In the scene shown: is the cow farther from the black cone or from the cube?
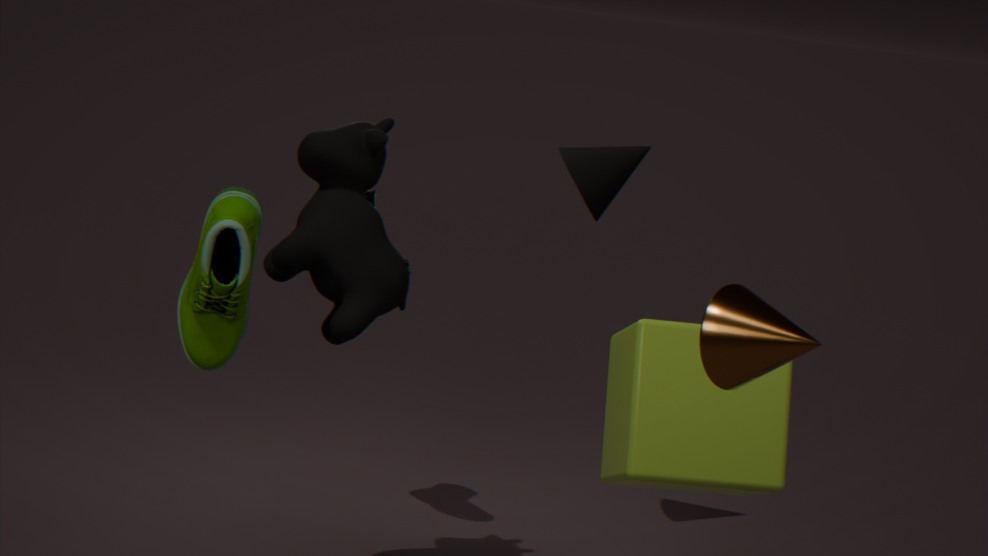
the black cone
